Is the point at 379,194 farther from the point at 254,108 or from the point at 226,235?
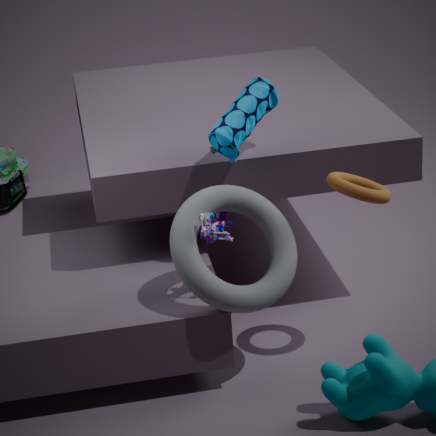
the point at 226,235
